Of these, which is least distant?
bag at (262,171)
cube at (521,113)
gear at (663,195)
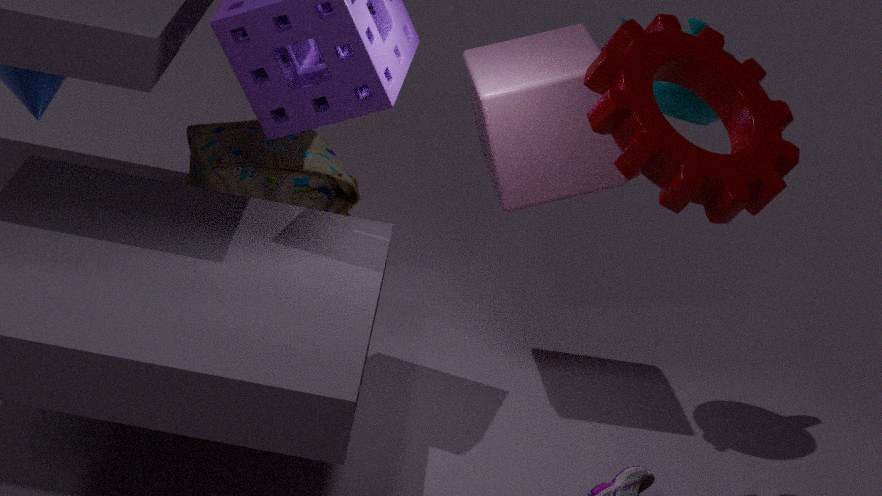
gear at (663,195)
